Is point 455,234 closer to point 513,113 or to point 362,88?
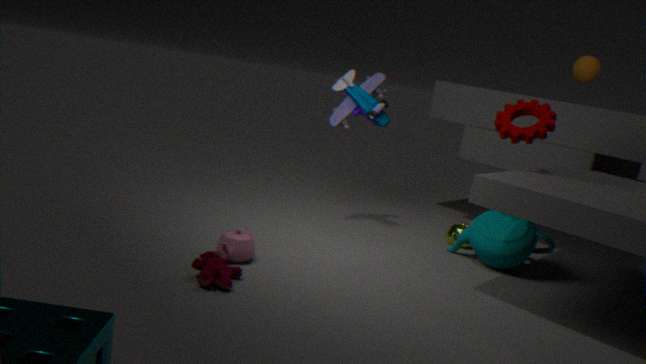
point 513,113
